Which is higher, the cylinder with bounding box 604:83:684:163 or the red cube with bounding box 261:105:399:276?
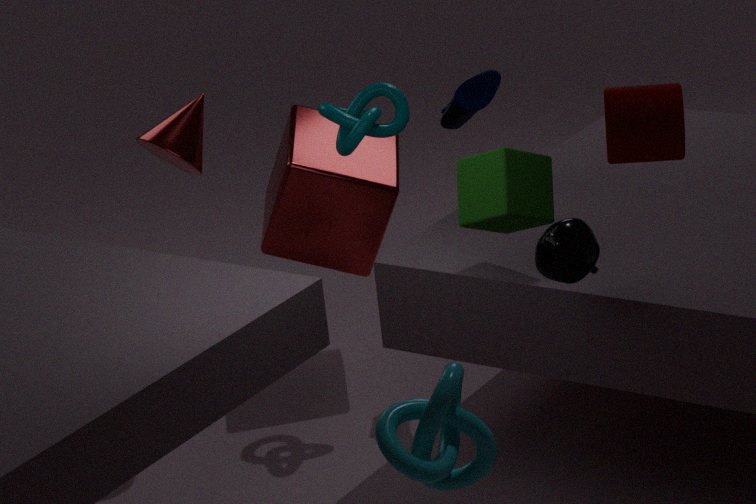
the cylinder with bounding box 604:83:684:163
